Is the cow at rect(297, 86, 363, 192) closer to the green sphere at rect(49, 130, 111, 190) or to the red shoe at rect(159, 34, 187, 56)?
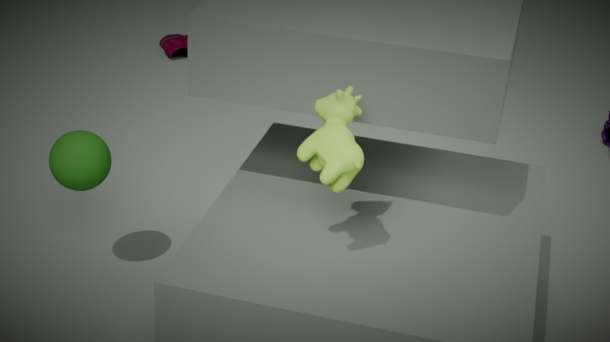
the green sphere at rect(49, 130, 111, 190)
